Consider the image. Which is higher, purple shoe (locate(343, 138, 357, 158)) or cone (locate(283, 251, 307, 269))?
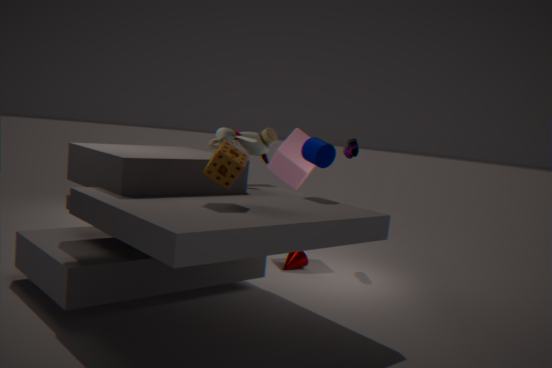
purple shoe (locate(343, 138, 357, 158))
